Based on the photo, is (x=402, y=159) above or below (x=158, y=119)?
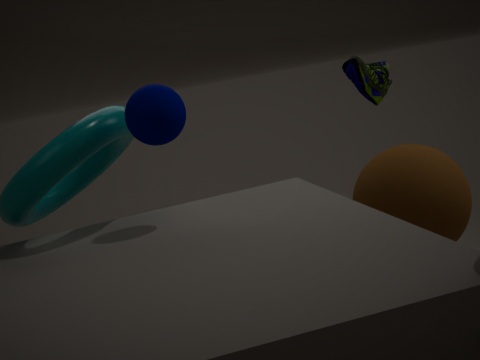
below
